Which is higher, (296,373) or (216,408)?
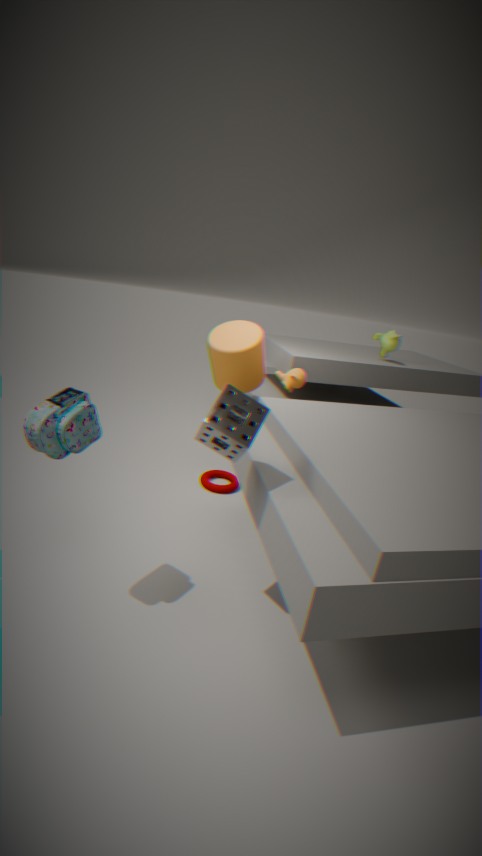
(216,408)
